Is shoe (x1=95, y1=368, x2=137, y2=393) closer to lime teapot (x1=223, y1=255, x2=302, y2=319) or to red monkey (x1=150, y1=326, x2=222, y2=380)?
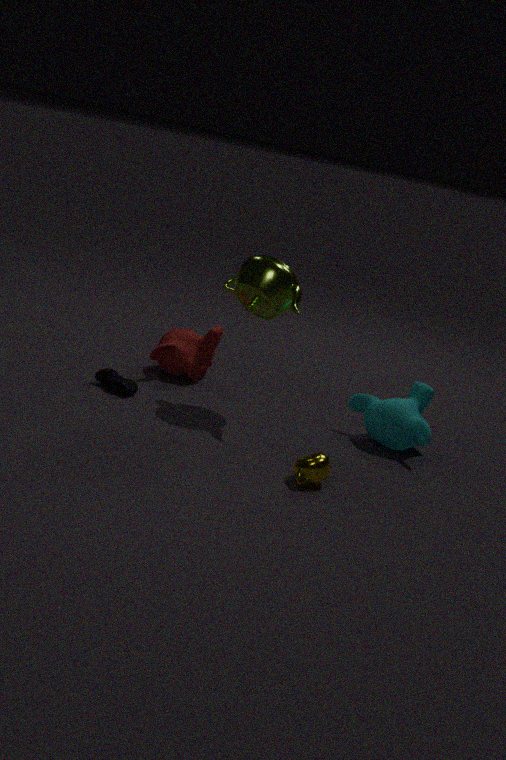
red monkey (x1=150, y1=326, x2=222, y2=380)
